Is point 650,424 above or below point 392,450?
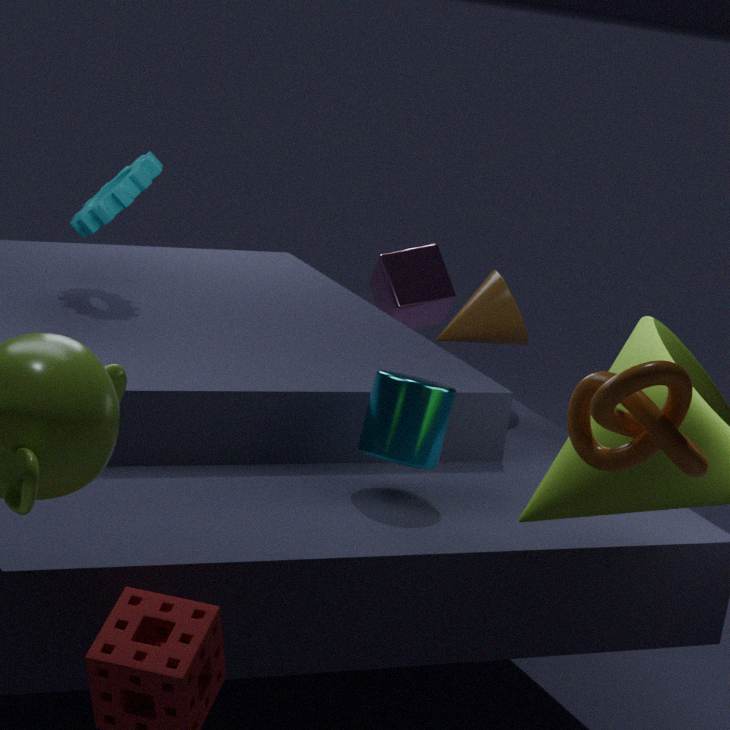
above
